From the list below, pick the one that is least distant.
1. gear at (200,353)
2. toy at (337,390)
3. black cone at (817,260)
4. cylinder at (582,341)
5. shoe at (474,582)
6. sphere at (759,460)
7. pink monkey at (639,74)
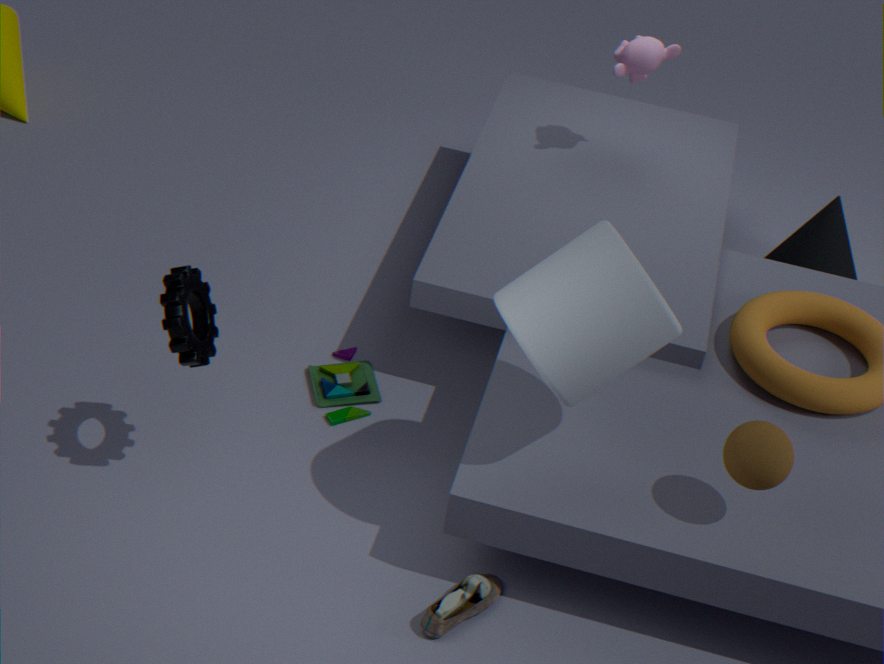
cylinder at (582,341)
